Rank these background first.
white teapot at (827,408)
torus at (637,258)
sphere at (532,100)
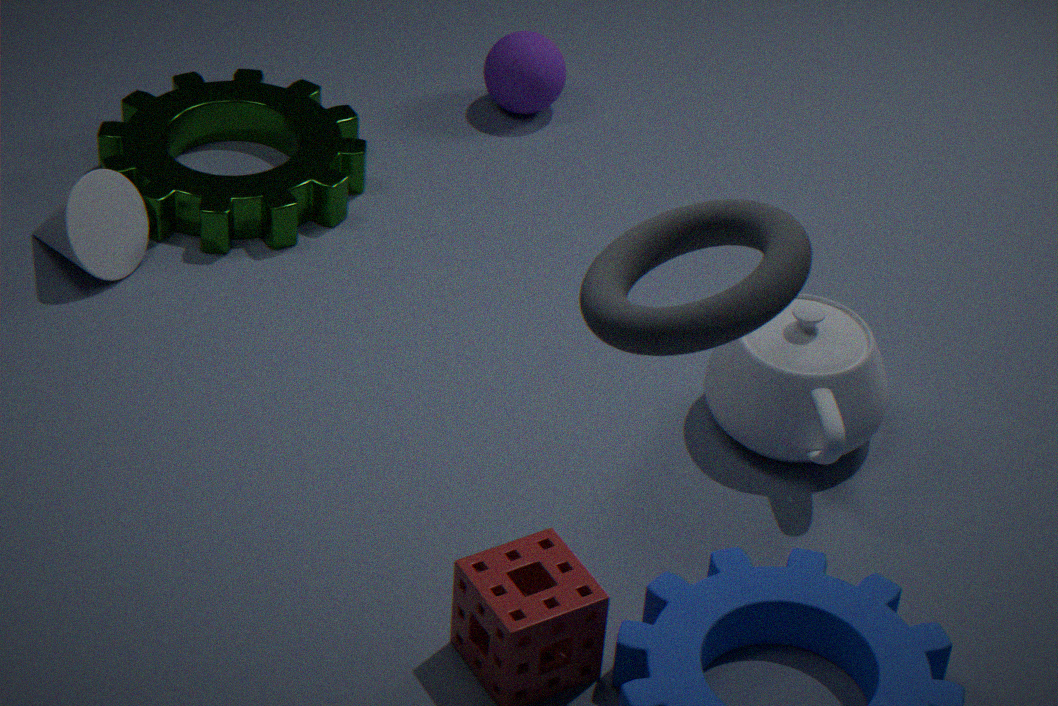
sphere at (532,100)
white teapot at (827,408)
torus at (637,258)
